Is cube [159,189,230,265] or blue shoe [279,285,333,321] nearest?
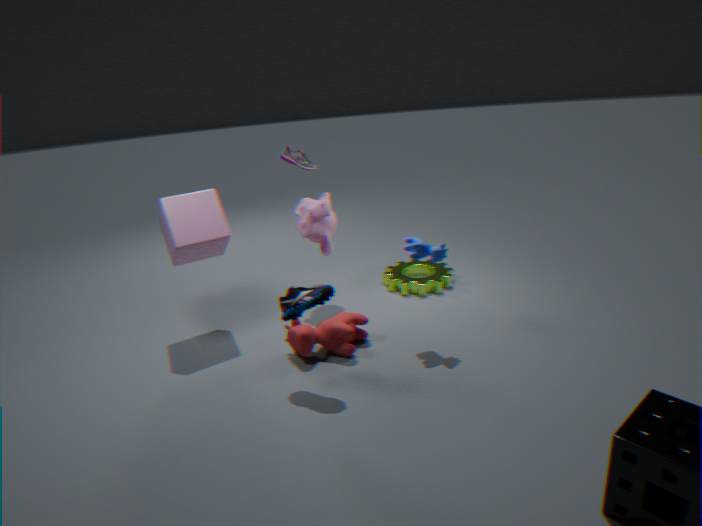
blue shoe [279,285,333,321]
